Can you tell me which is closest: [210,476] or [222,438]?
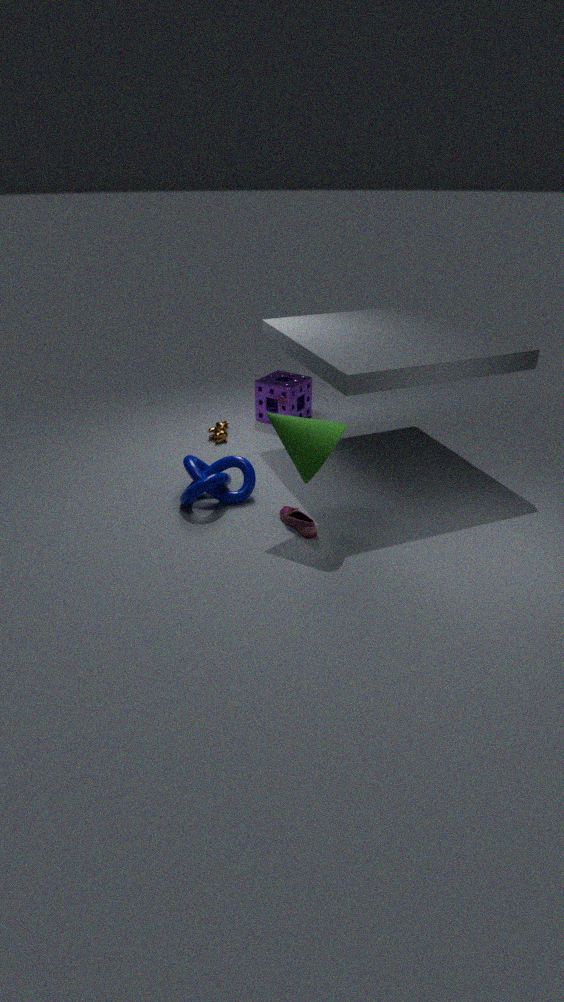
[210,476]
